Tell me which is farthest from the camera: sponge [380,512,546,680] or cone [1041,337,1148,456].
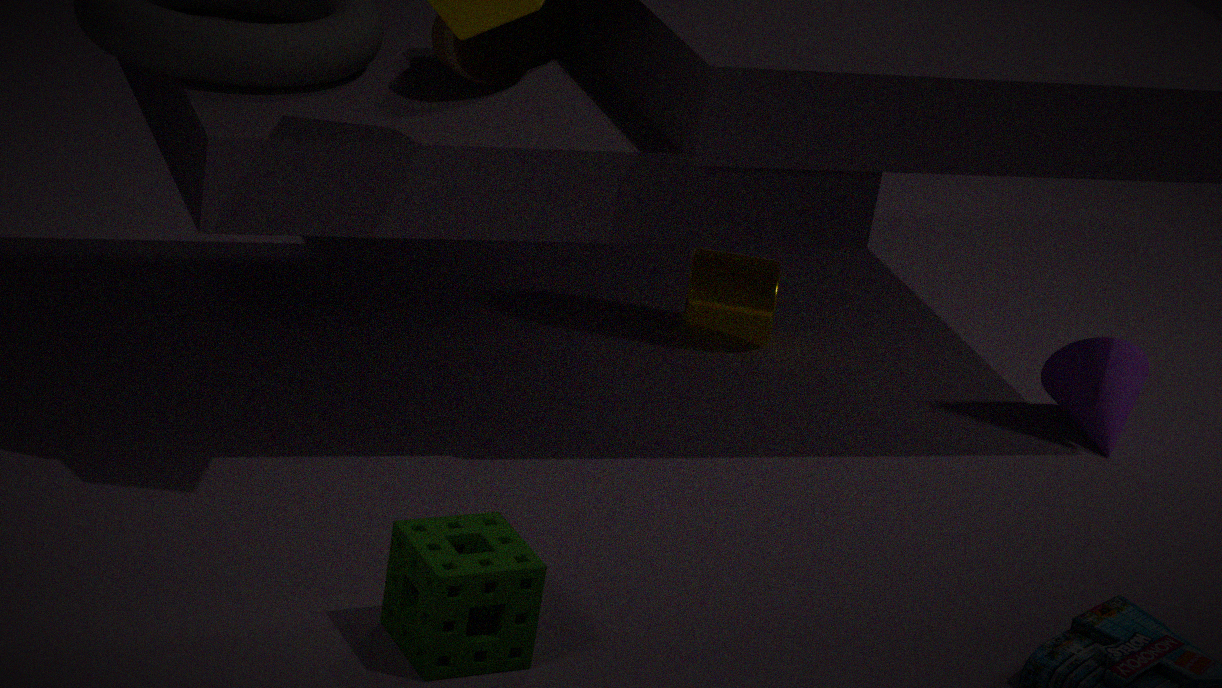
cone [1041,337,1148,456]
